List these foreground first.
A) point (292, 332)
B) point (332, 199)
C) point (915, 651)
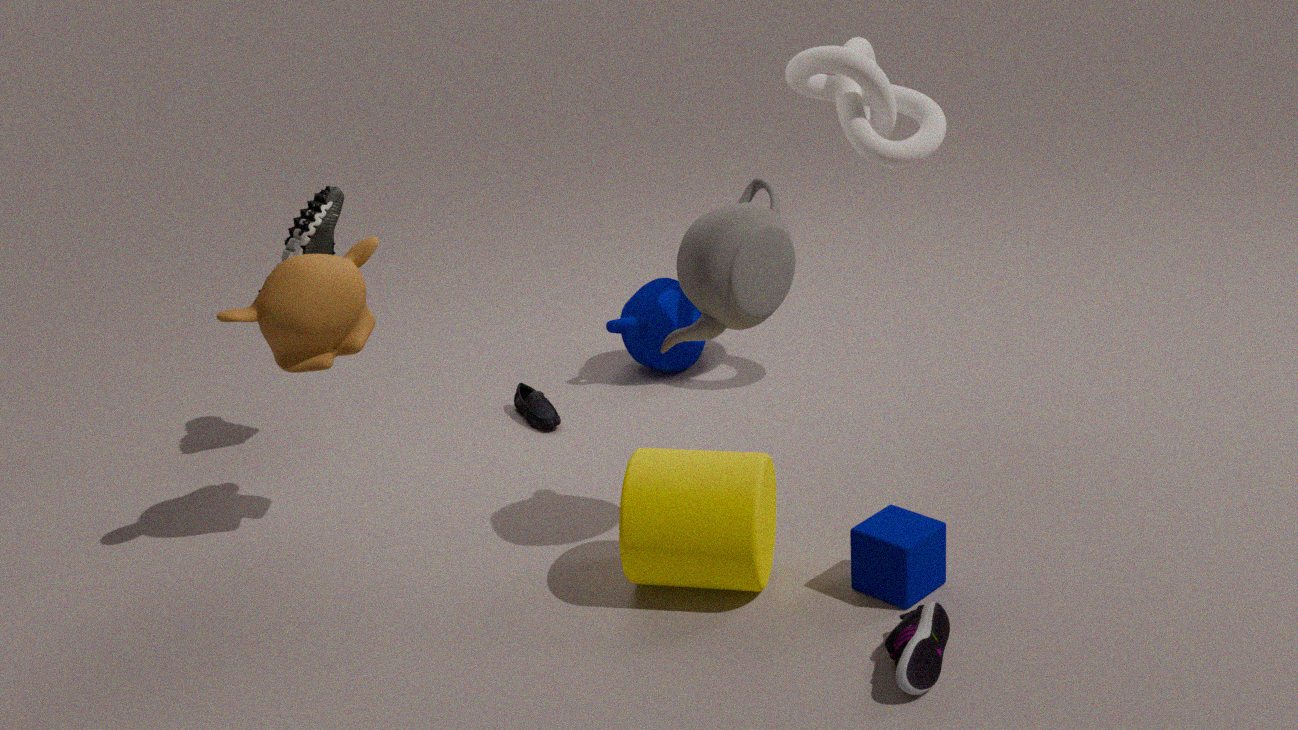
C. point (915, 651) → A. point (292, 332) → B. point (332, 199)
